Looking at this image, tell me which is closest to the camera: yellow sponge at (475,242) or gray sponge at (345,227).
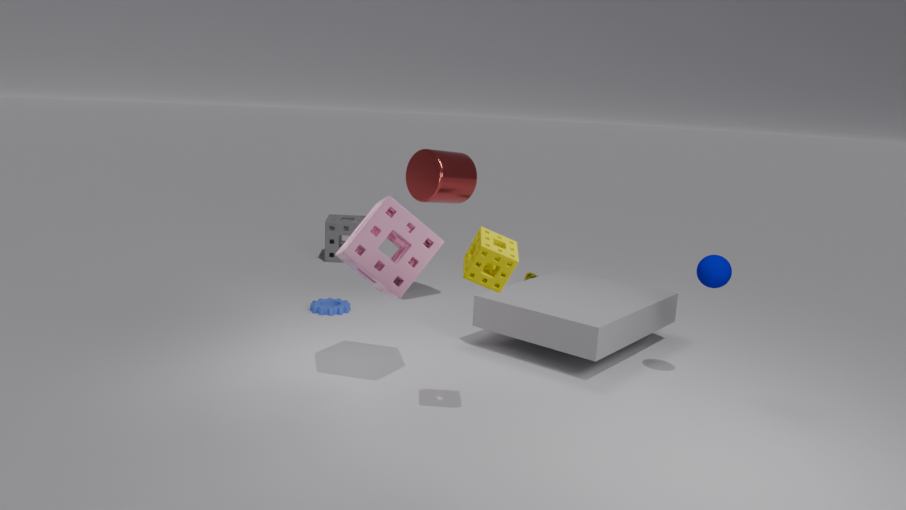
yellow sponge at (475,242)
